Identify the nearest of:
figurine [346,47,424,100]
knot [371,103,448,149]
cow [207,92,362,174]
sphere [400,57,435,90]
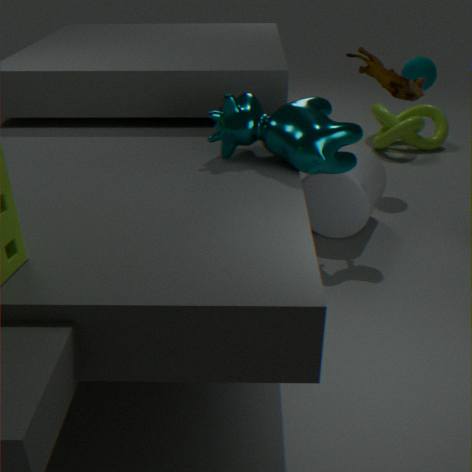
cow [207,92,362,174]
